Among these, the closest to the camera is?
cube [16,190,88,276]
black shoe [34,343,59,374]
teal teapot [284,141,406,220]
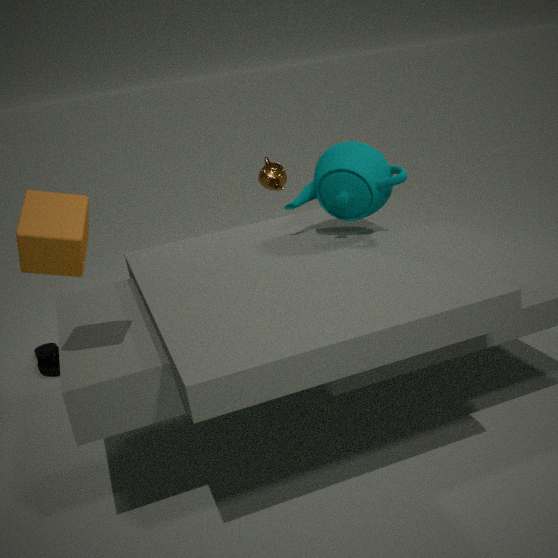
cube [16,190,88,276]
